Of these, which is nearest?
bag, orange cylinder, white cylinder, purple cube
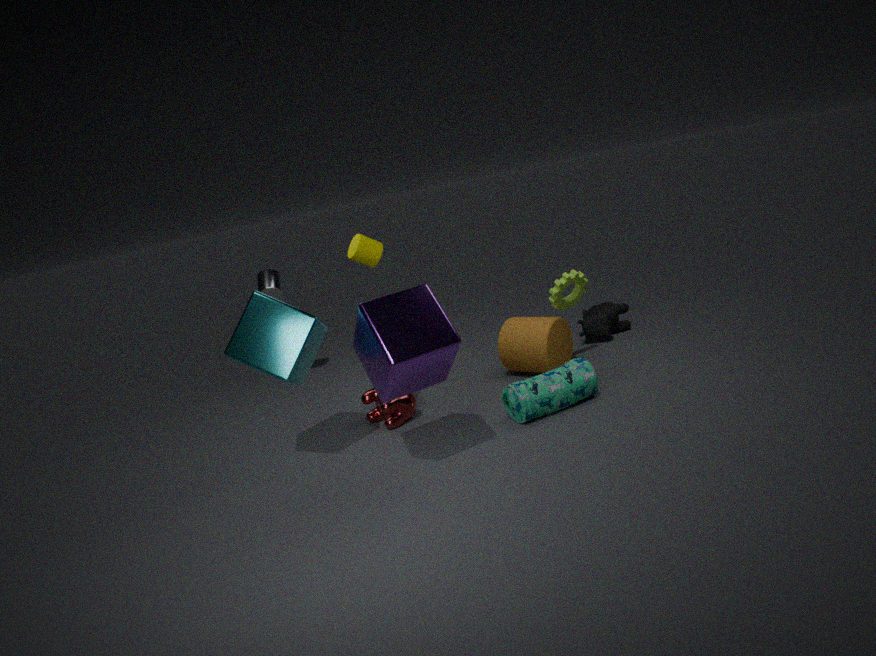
purple cube
